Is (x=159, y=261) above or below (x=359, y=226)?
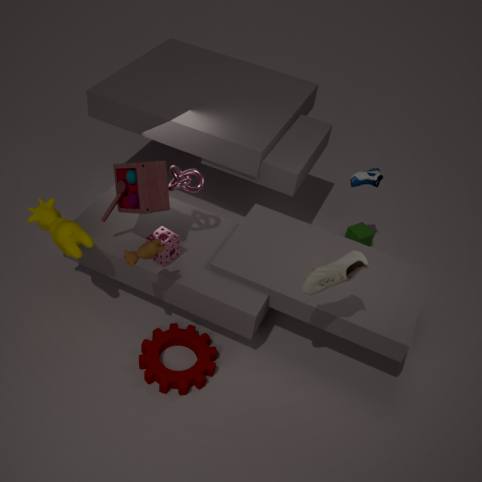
above
